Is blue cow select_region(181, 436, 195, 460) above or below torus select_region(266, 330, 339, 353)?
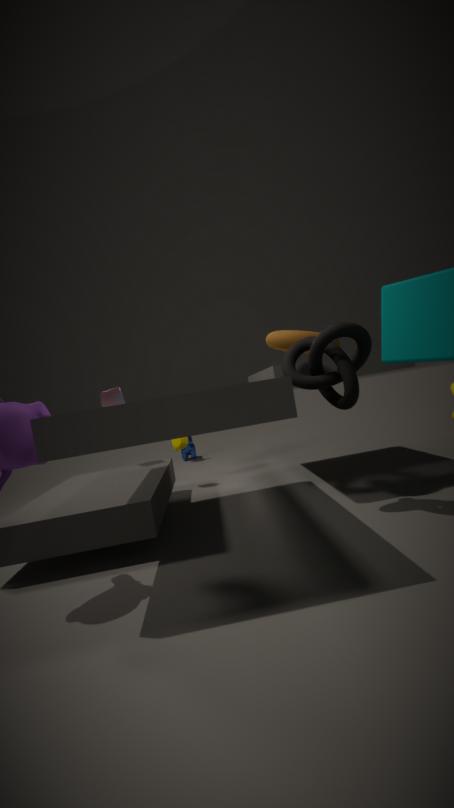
below
